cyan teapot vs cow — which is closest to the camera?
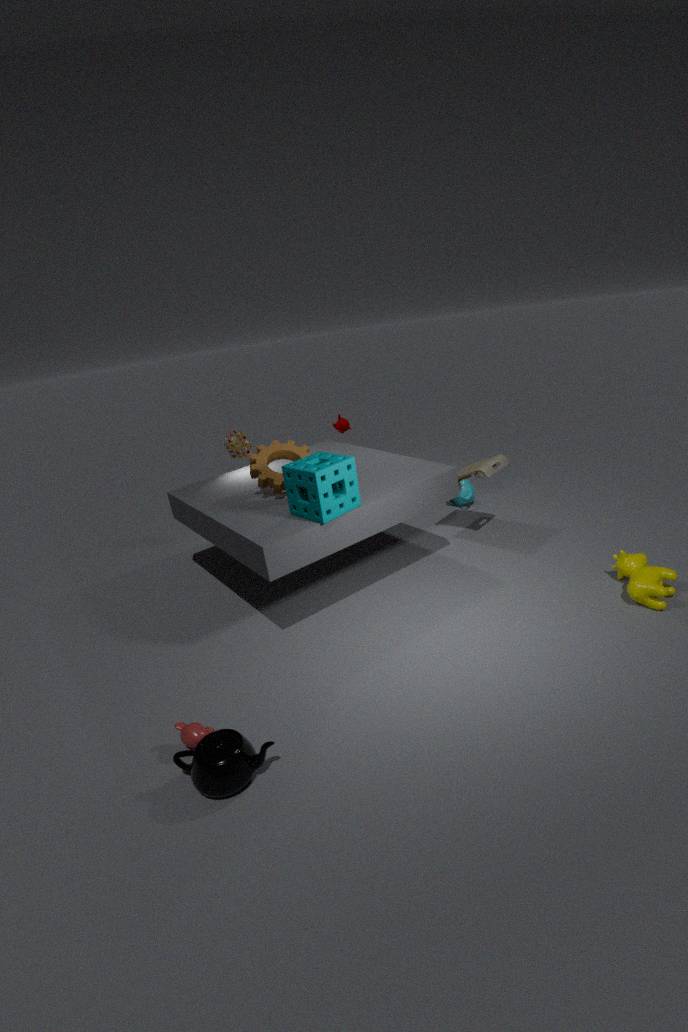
cow
